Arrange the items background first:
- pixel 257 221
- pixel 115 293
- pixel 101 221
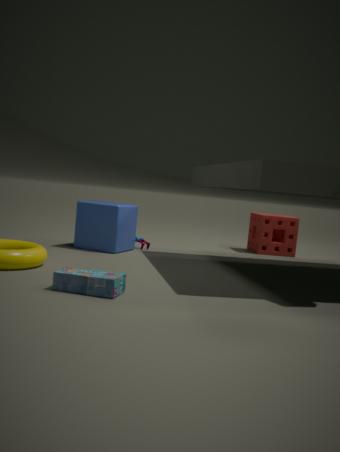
pixel 257 221, pixel 101 221, pixel 115 293
